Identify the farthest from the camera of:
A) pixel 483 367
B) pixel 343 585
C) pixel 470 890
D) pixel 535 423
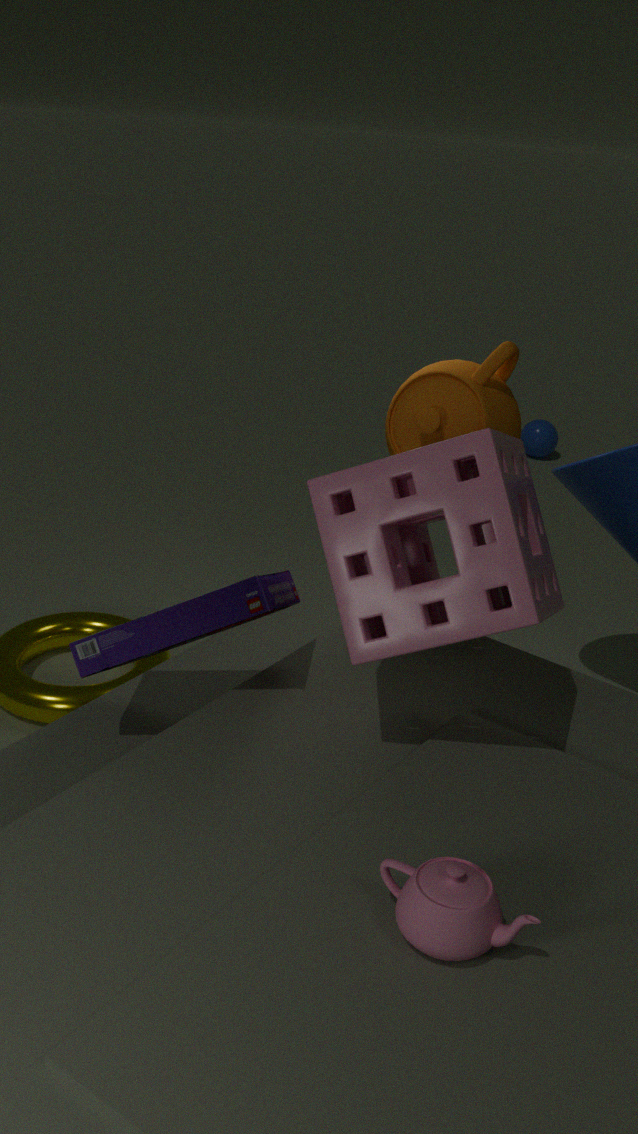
pixel 535 423
